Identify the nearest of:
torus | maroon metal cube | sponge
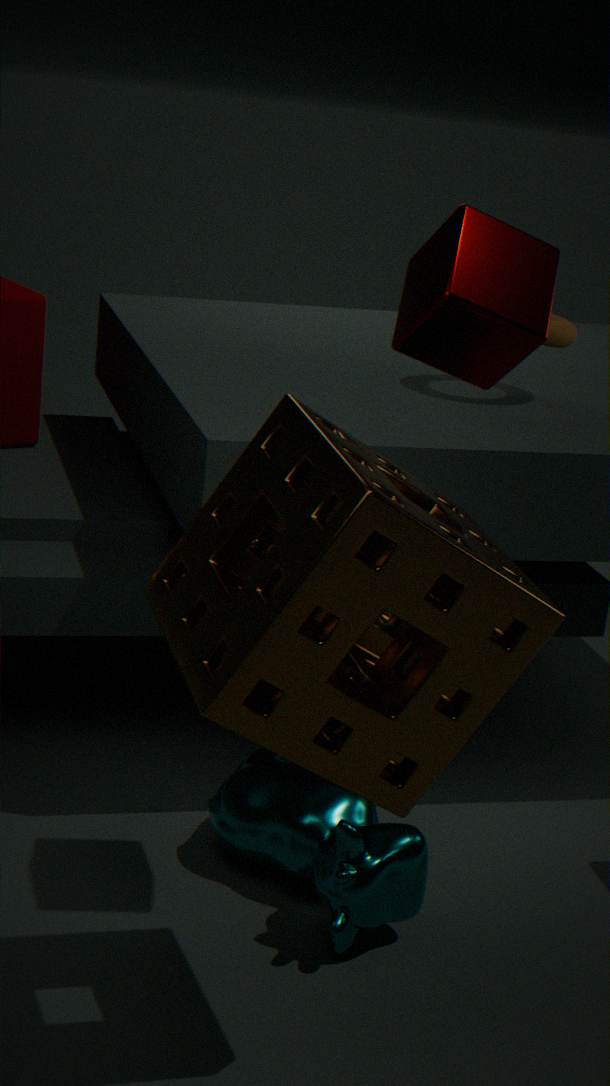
sponge
